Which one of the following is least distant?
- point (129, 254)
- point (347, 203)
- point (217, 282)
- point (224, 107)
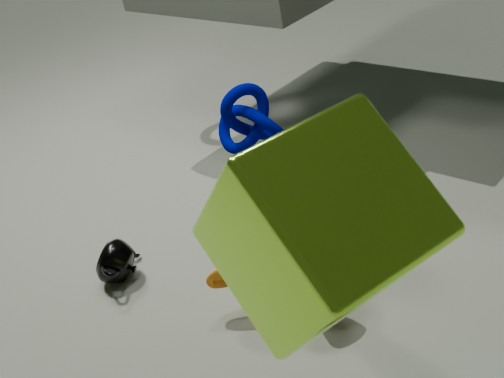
point (347, 203)
